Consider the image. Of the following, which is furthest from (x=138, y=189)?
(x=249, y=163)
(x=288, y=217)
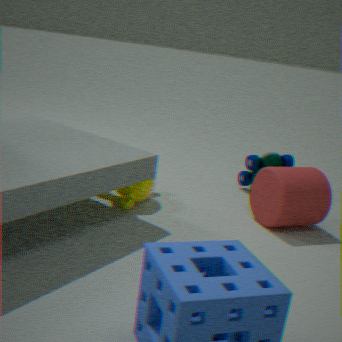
(x=249, y=163)
